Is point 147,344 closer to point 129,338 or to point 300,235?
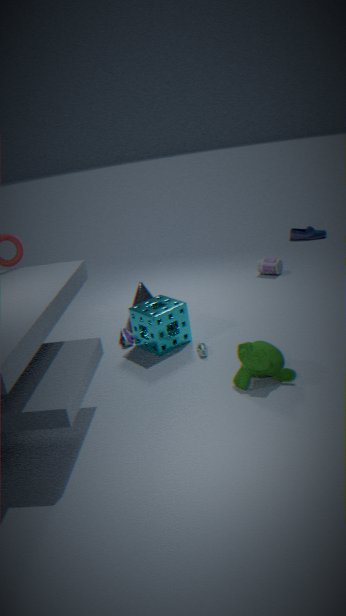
point 129,338
